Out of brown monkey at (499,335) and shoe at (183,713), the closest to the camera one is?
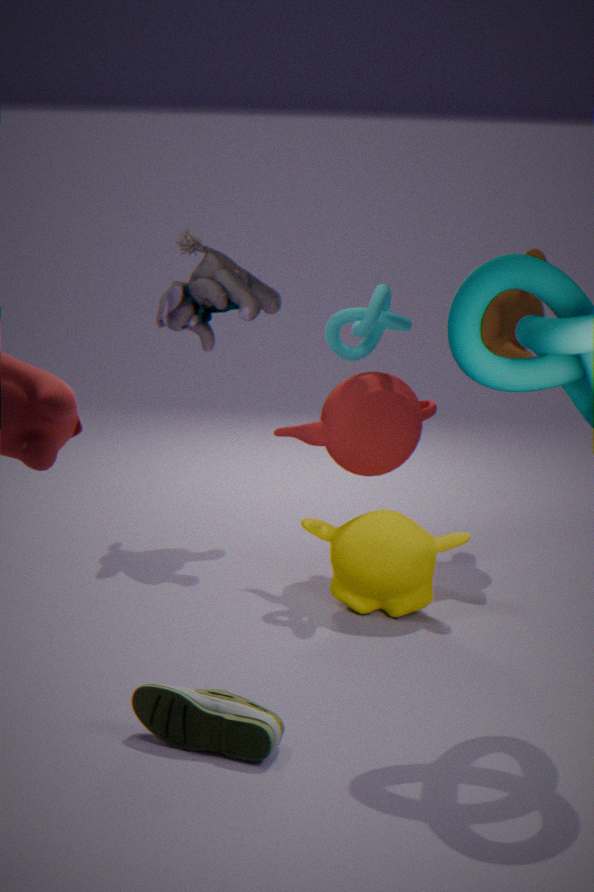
shoe at (183,713)
